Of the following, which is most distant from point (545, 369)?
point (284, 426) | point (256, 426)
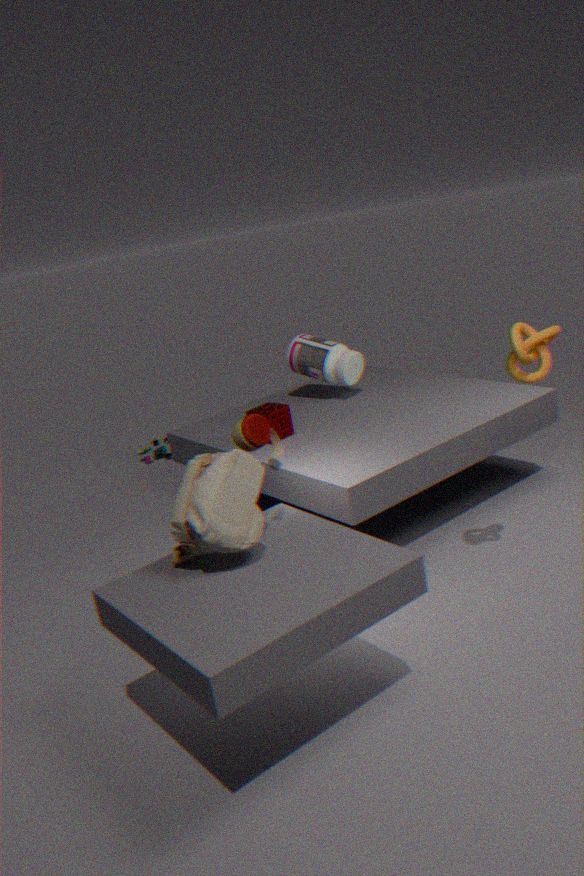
point (284, 426)
